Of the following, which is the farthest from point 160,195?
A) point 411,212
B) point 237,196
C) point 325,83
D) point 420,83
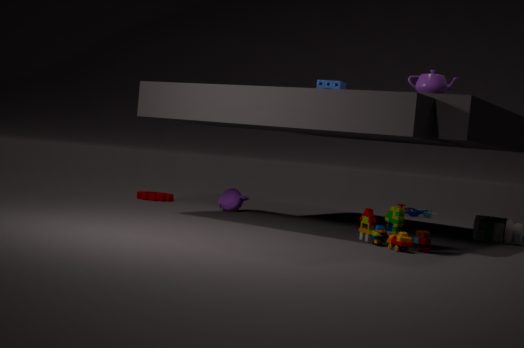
point 420,83
